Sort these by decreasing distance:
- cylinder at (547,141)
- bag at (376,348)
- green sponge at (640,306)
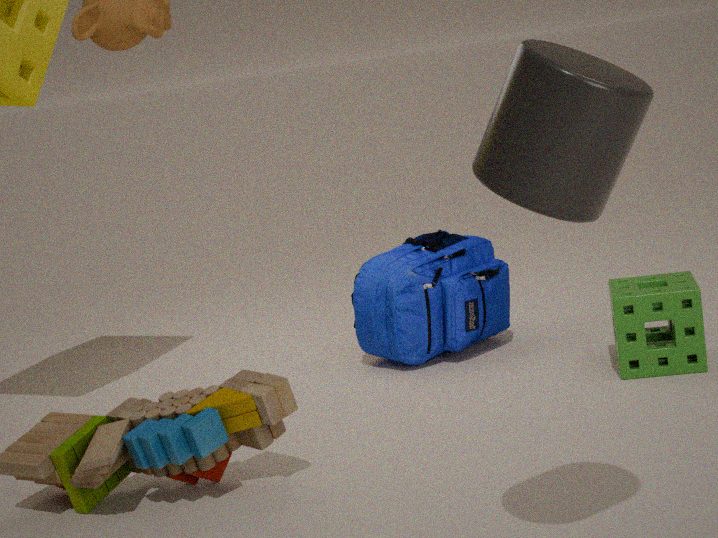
bag at (376,348)
green sponge at (640,306)
cylinder at (547,141)
